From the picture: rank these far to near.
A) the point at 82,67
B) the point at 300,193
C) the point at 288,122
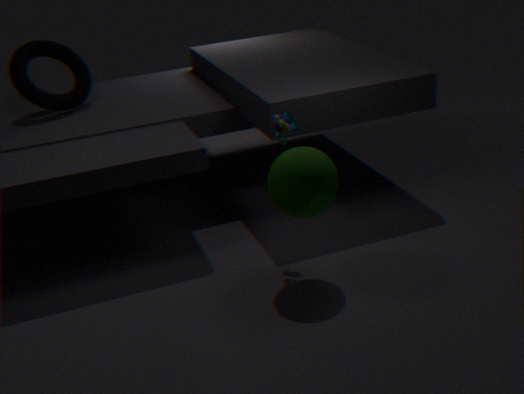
the point at 82,67 < the point at 288,122 < the point at 300,193
